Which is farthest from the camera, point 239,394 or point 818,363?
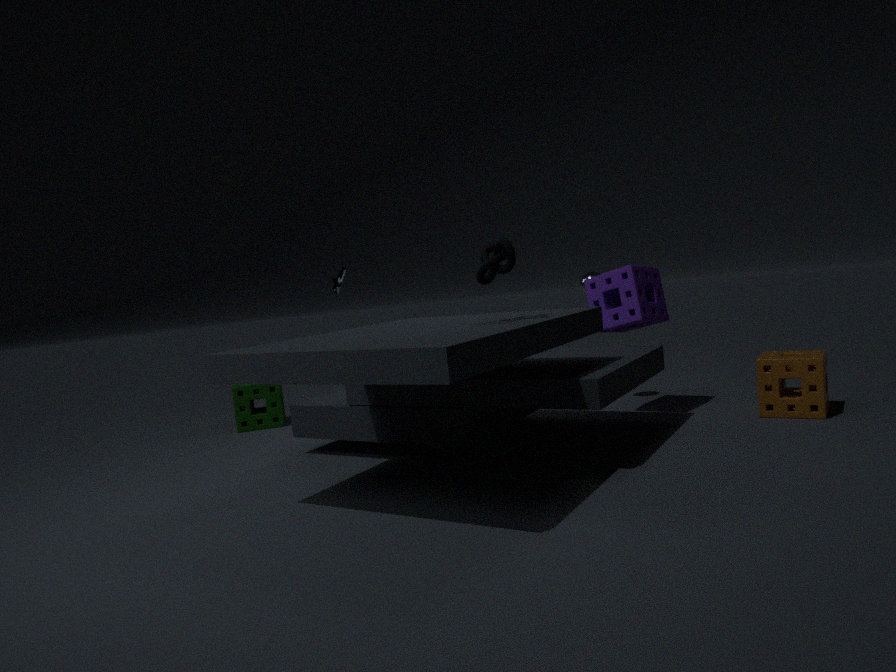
point 239,394
